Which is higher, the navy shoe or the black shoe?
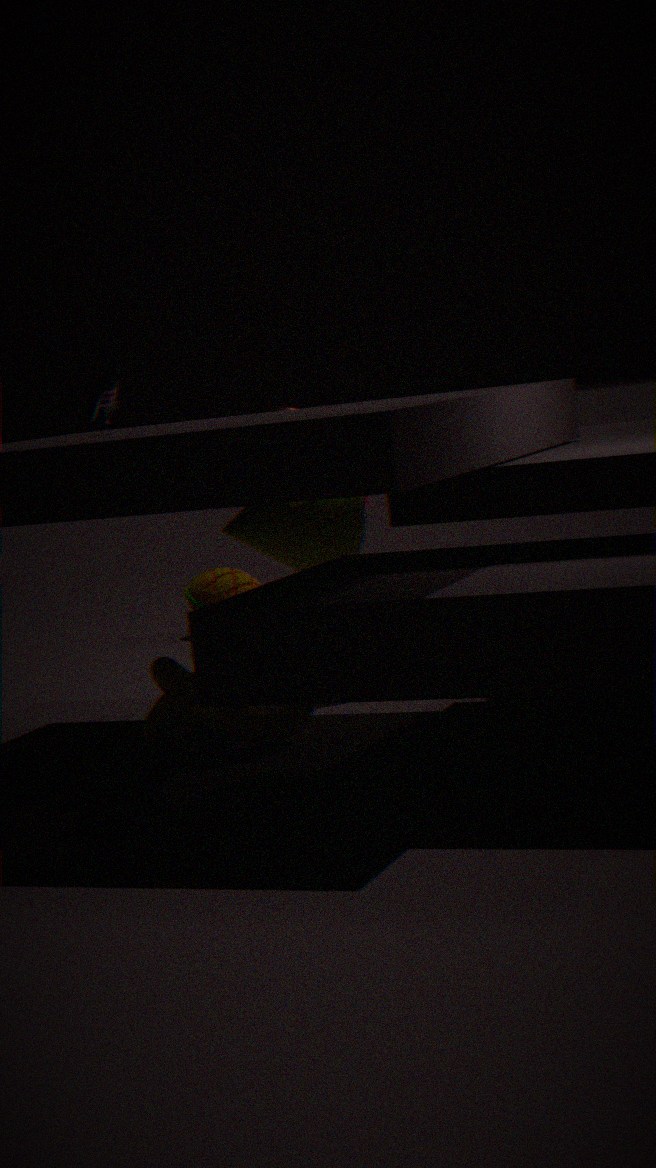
the navy shoe
